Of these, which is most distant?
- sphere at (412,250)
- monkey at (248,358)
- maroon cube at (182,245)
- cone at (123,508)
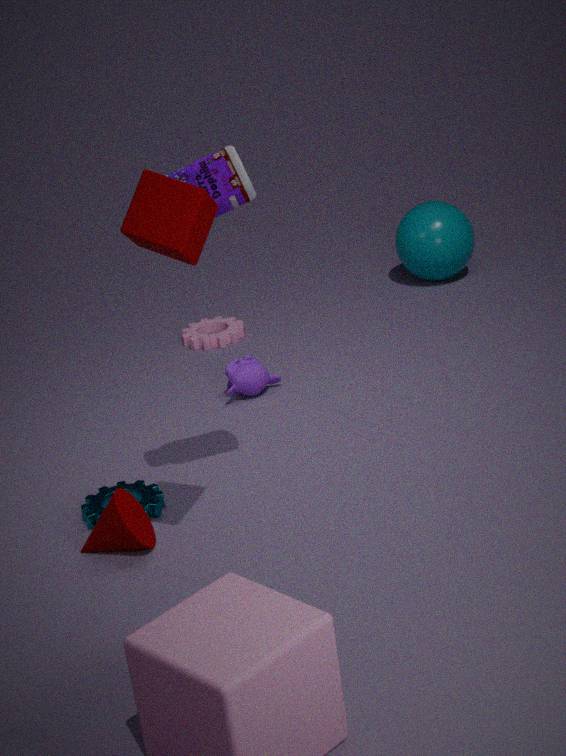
sphere at (412,250)
